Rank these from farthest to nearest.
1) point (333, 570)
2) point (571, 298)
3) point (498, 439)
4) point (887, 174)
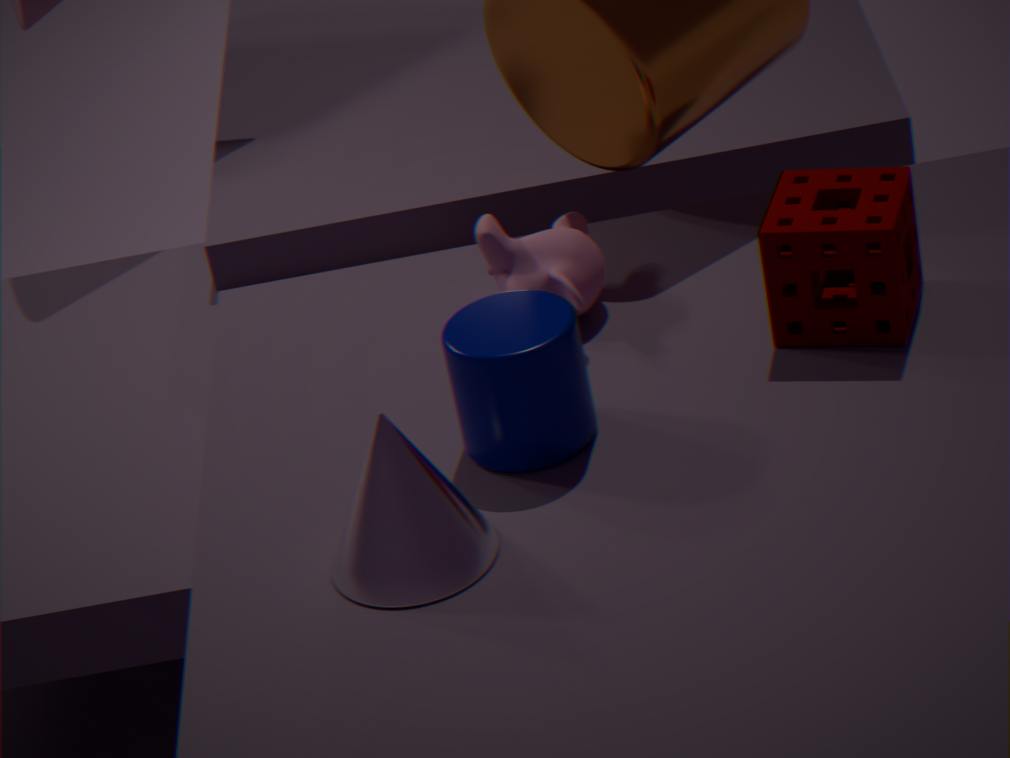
1. 2. point (571, 298)
2. 4. point (887, 174)
3. 3. point (498, 439)
4. 1. point (333, 570)
